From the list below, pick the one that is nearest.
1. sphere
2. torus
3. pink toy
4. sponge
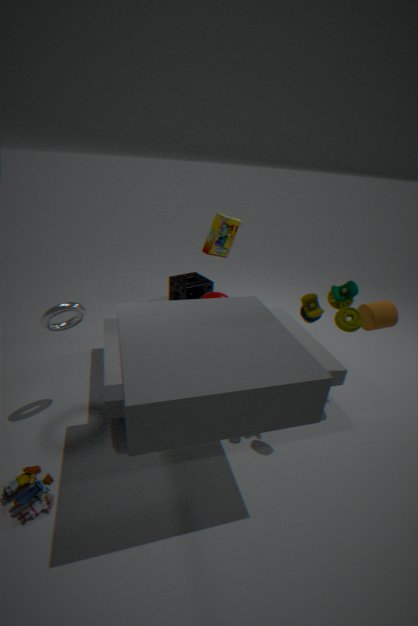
pink toy
